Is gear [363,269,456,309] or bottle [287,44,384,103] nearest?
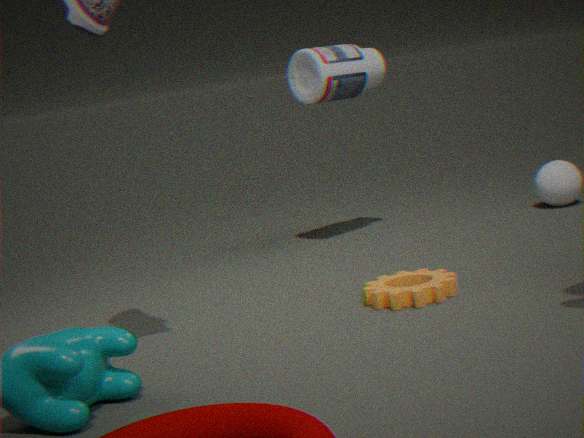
gear [363,269,456,309]
